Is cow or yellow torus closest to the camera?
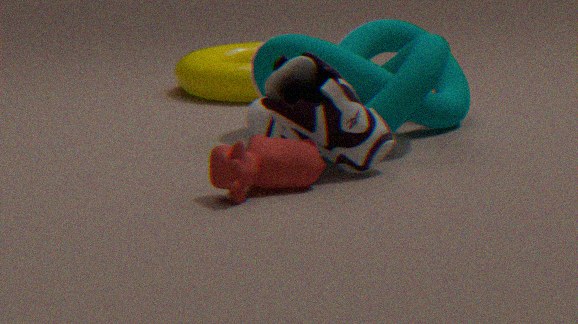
cow
